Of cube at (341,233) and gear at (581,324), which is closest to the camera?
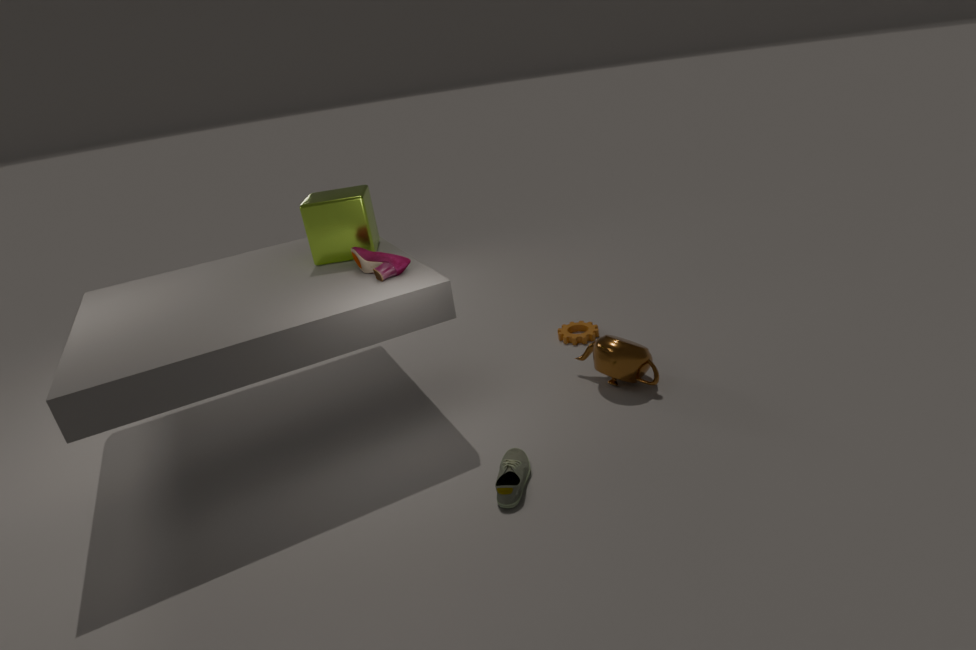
cube at (341,233)
